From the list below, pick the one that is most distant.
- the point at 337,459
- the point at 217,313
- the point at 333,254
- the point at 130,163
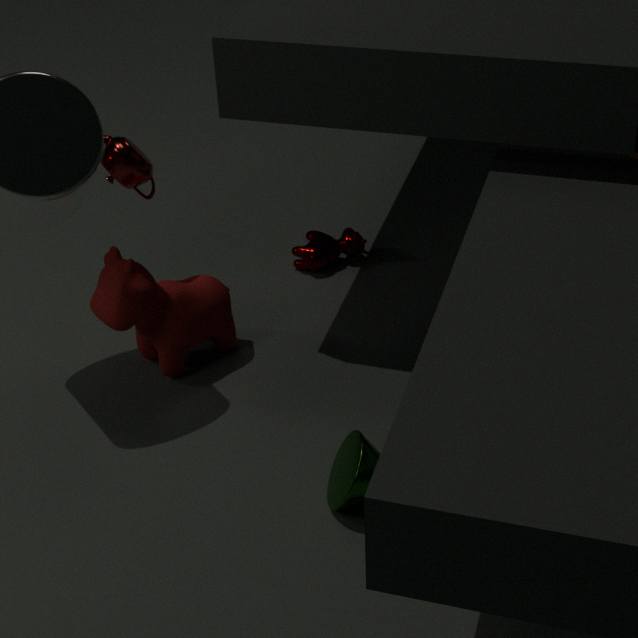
the point at 333,254
